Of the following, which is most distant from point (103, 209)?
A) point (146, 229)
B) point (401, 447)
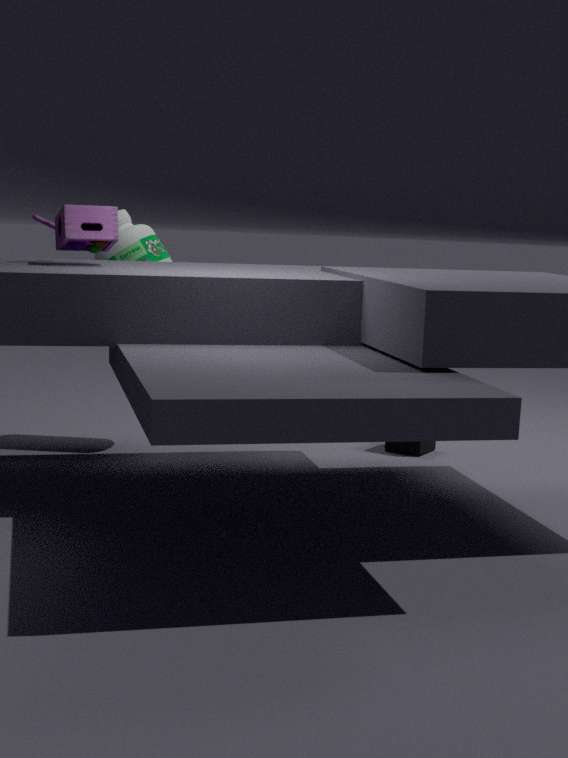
point (401, 447)
